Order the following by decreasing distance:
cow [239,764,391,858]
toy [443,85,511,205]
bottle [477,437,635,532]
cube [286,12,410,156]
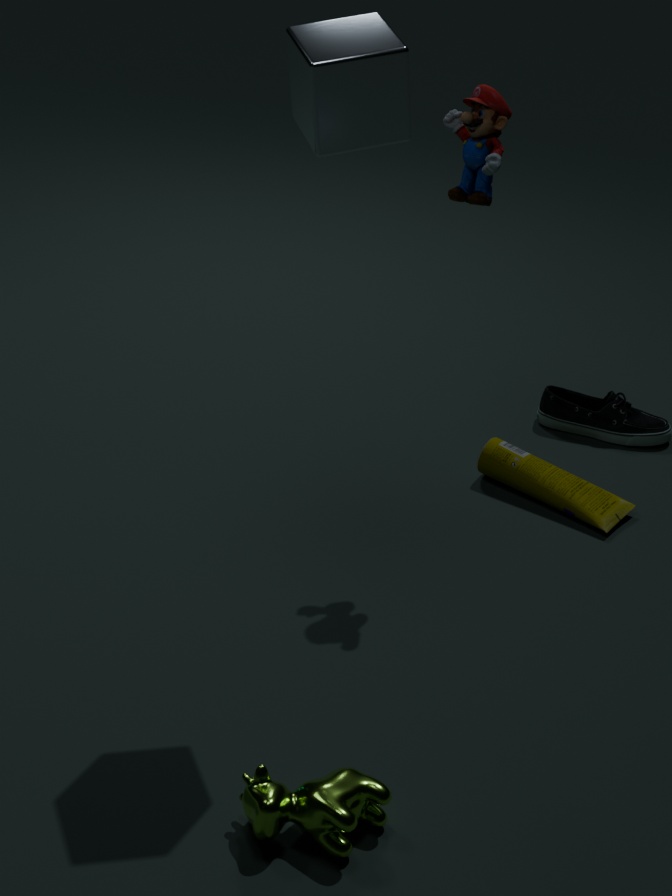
bottle [477,437,635,532]
toy [443,85,511,205]
cube [286,12,410,156]
cow [239,764,391,858]
